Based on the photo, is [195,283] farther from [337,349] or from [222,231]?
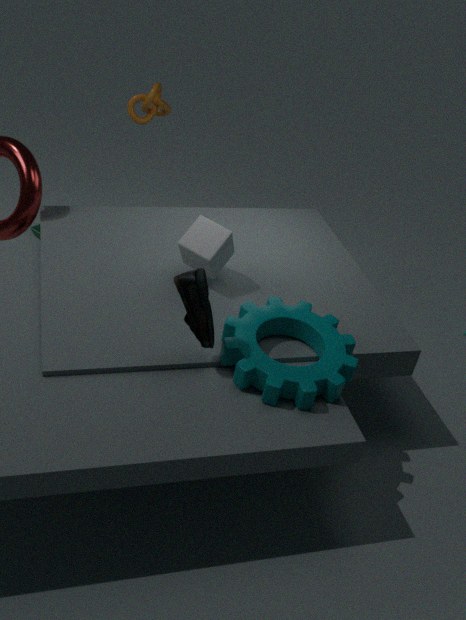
[222,231]
